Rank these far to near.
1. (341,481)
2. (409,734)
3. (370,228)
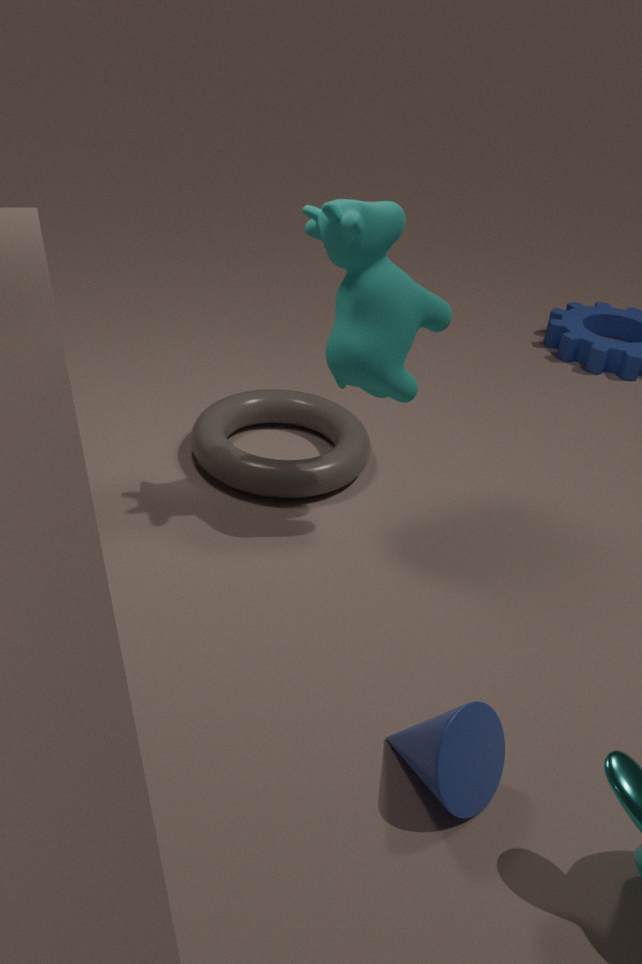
(341,481) < (370,228) < (409,734)
